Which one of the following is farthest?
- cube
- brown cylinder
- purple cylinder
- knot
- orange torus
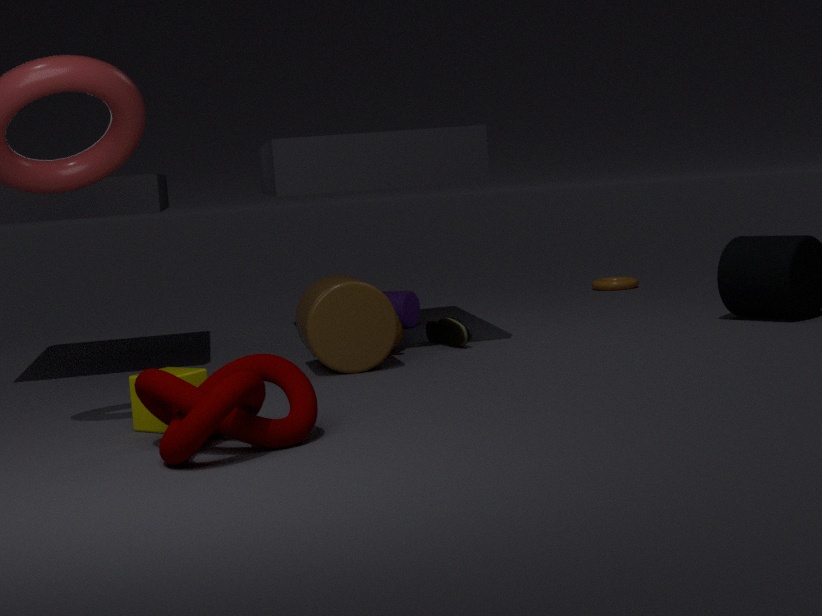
orange torus
